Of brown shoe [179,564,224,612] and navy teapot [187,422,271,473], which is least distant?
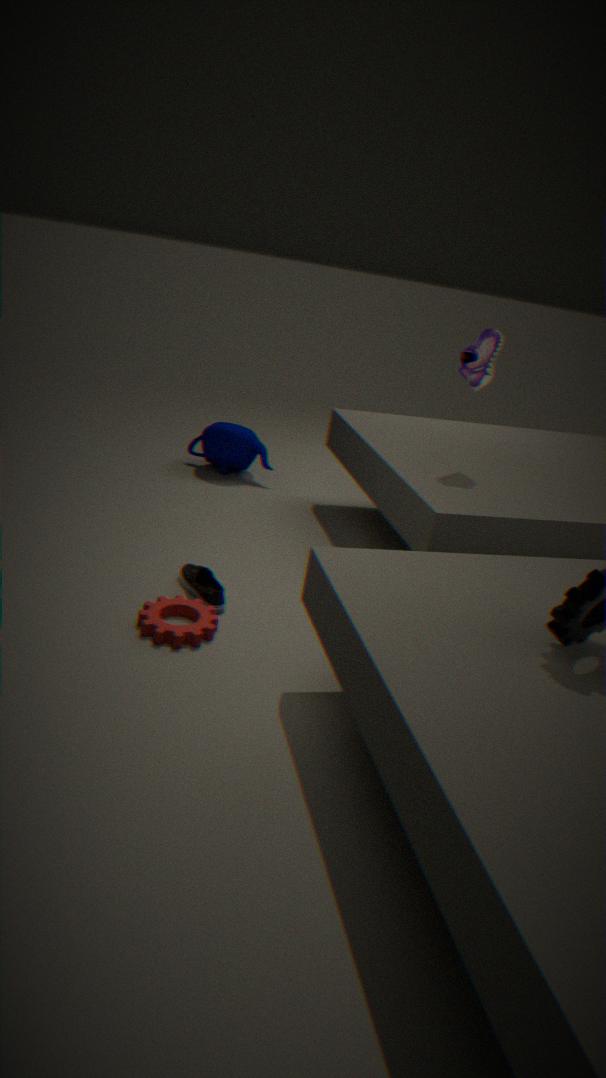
brown shoe [179,564,224,612]
